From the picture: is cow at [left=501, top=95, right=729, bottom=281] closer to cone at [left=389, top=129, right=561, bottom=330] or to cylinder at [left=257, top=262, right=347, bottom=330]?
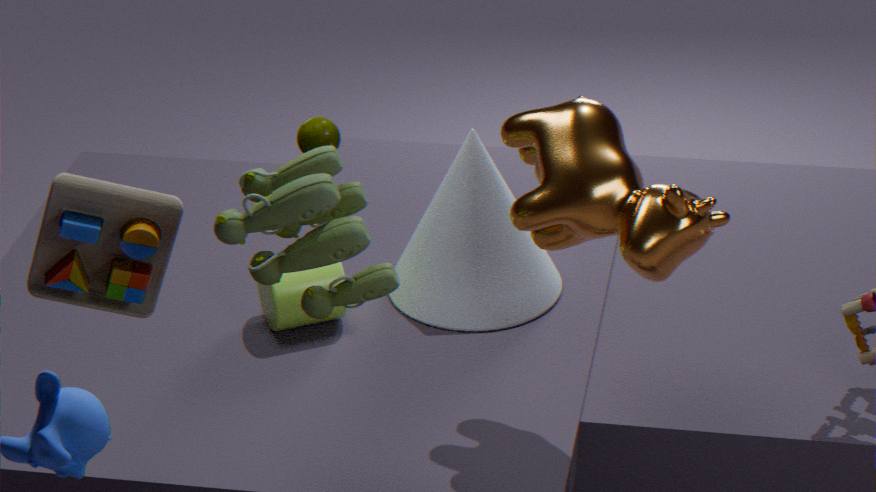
cone at [left=389, top=129, right=561, bottom=330]
